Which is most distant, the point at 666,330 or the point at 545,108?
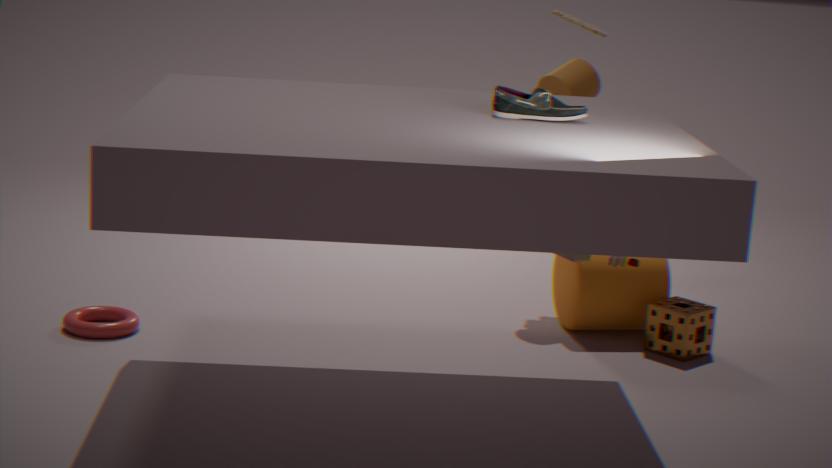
the point at 666,330
